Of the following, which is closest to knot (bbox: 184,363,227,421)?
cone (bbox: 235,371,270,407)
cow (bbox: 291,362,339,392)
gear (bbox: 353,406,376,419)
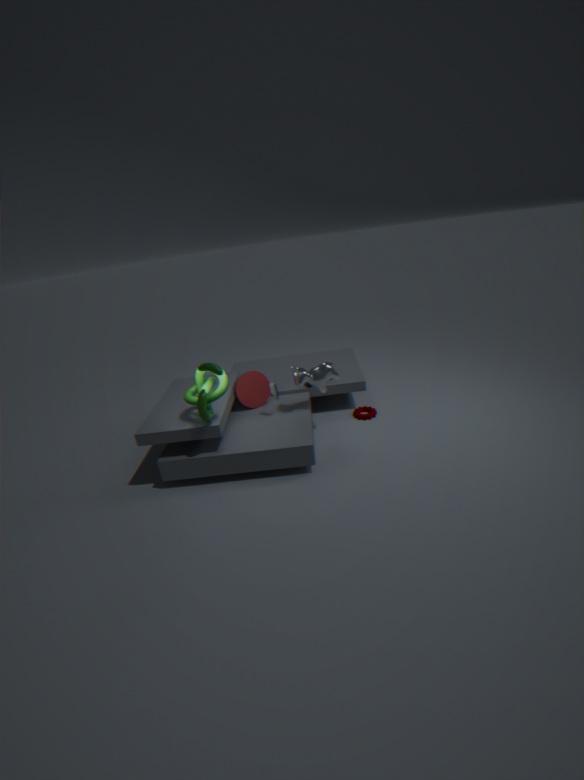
cone (bbox: 235,371,270,407)
